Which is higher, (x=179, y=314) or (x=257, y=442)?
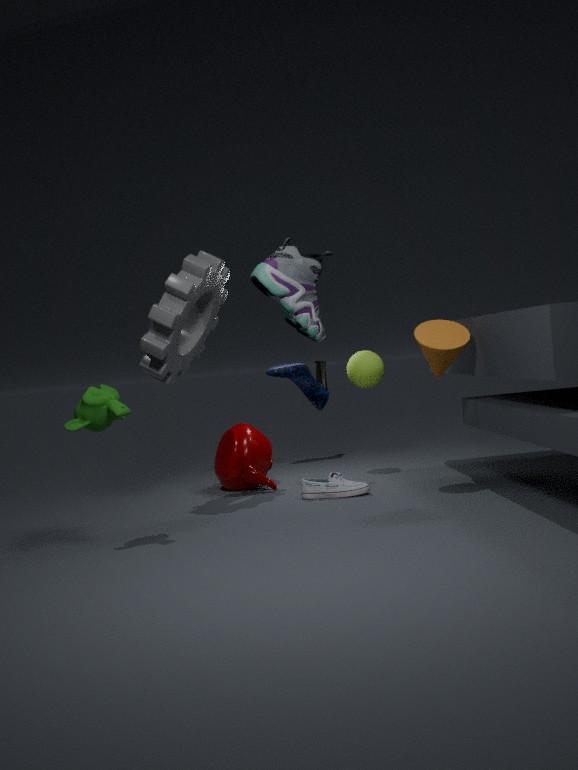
(x=179, y=314)
